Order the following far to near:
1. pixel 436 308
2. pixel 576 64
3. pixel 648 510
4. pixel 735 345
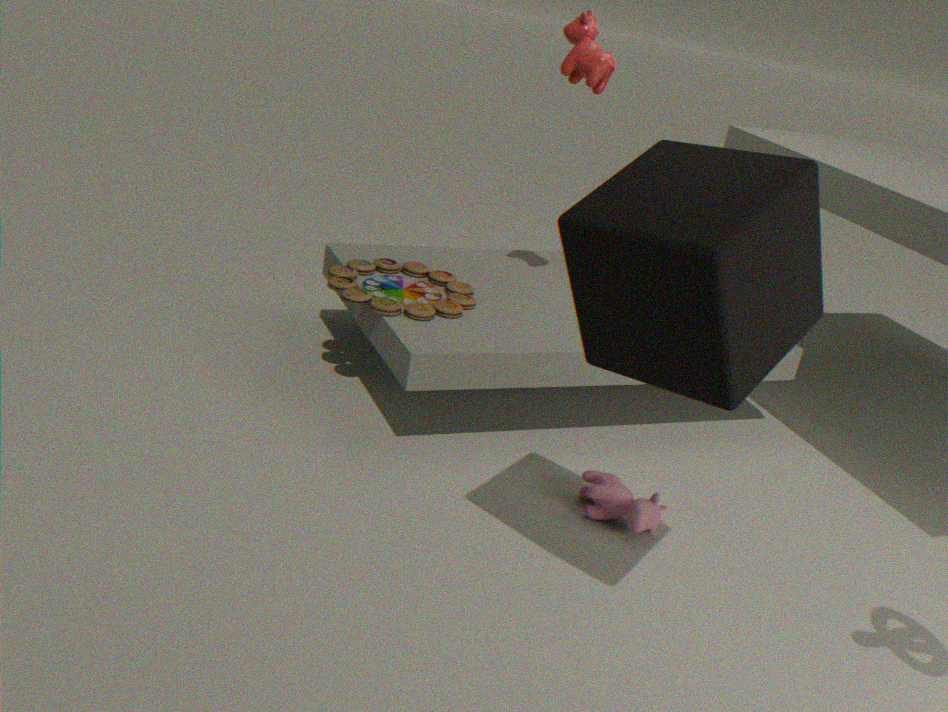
pixel 436 308, pixel 576 64, pixel 648 510, pixel 735 345
